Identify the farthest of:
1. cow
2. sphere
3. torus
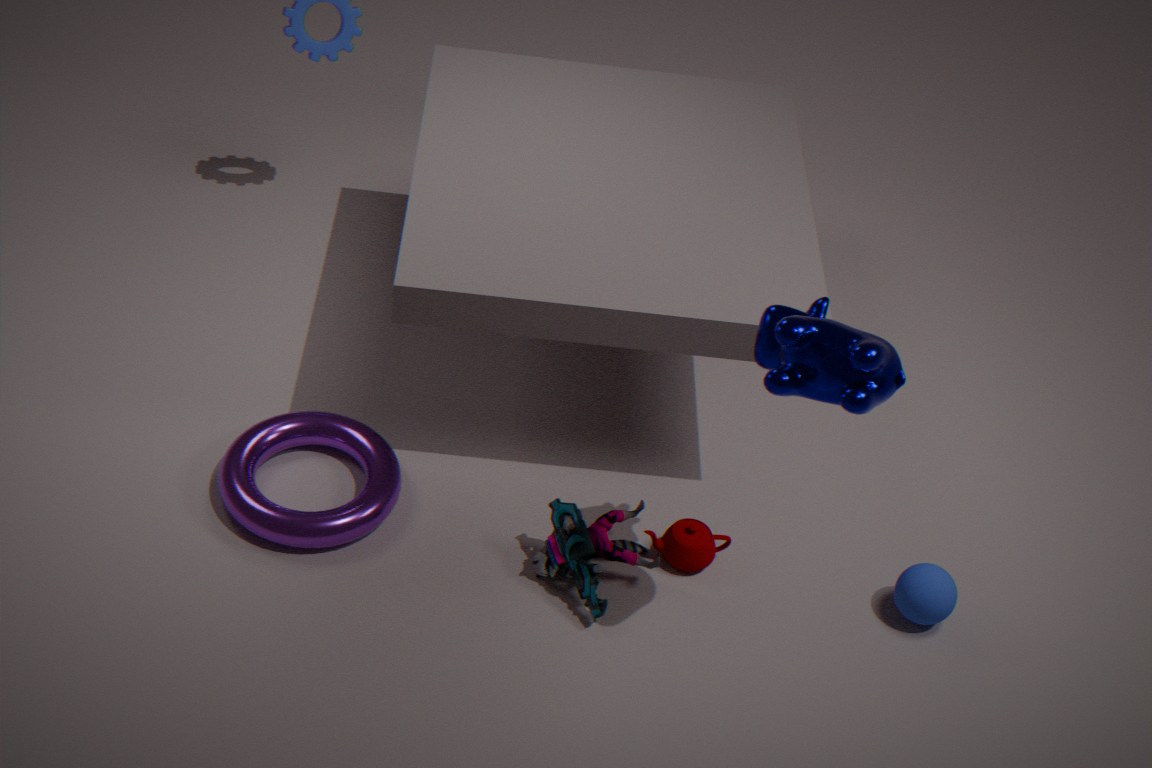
sphere
